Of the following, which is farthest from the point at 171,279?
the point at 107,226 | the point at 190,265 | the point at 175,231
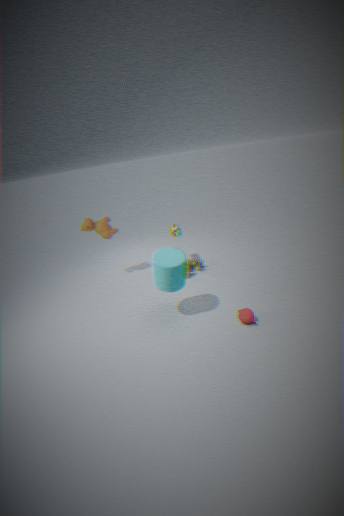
the point at 107,226
